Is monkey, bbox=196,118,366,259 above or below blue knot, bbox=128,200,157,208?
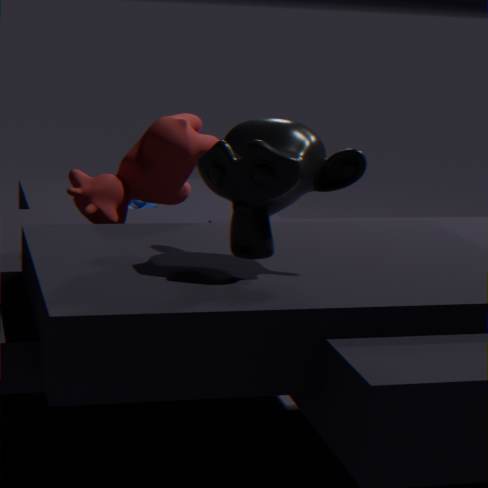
above
